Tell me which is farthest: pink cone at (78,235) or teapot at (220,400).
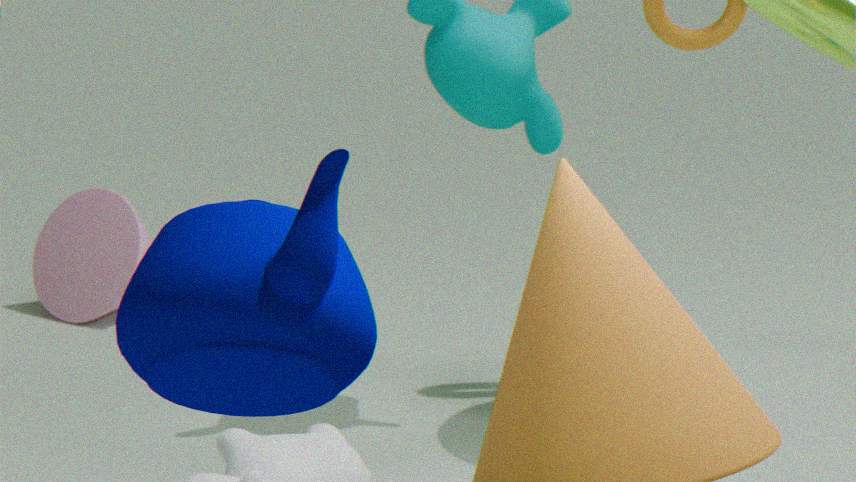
pink cone at (78,235)
